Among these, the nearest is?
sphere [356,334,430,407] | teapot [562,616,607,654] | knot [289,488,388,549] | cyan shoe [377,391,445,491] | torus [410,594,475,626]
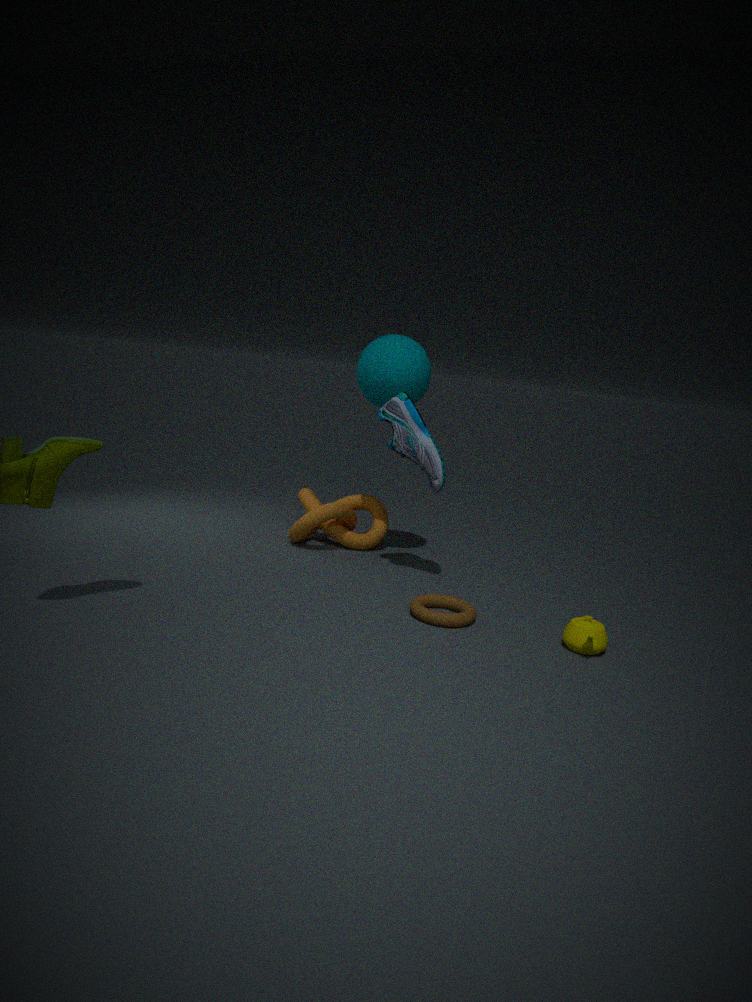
teapot [562,616,607,654]
